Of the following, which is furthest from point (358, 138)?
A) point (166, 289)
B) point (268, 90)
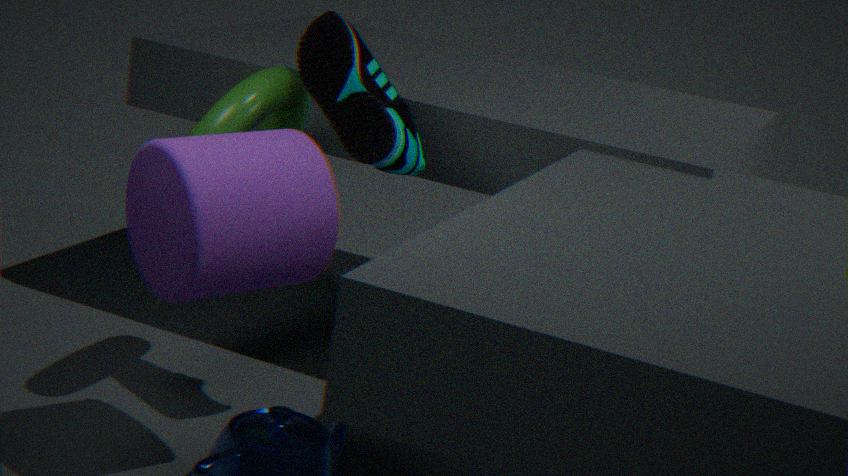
point (166, 289)
